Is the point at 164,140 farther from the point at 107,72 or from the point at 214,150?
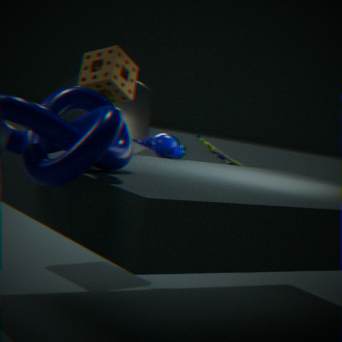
the point at 214,150
